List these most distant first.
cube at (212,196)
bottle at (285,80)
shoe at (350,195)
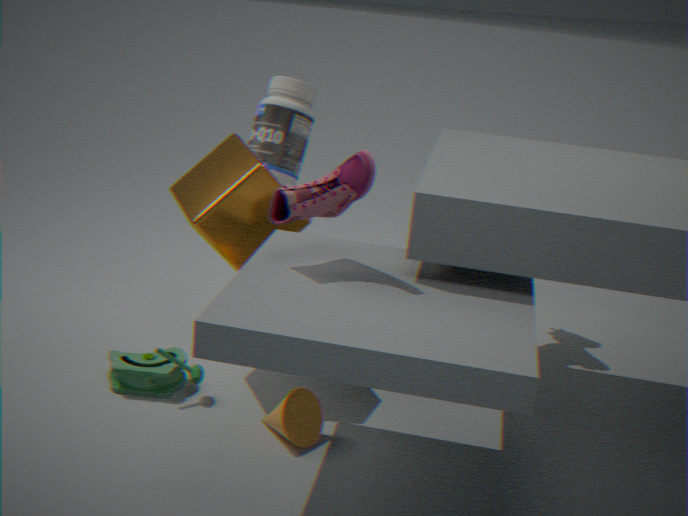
bottle at (285,80) < cube at (212,196) < shoe at (350,195)
